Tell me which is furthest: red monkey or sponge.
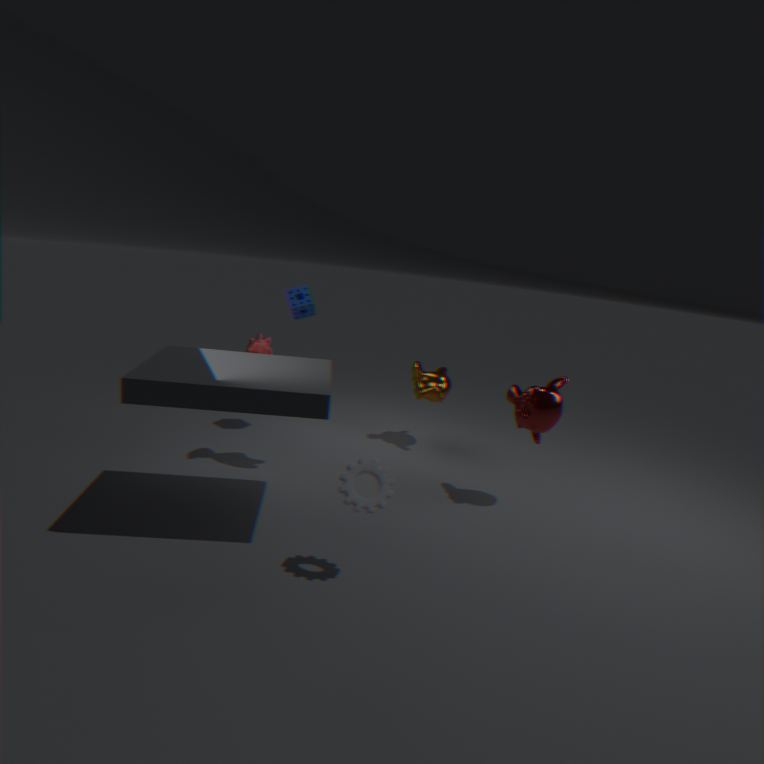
sponge
